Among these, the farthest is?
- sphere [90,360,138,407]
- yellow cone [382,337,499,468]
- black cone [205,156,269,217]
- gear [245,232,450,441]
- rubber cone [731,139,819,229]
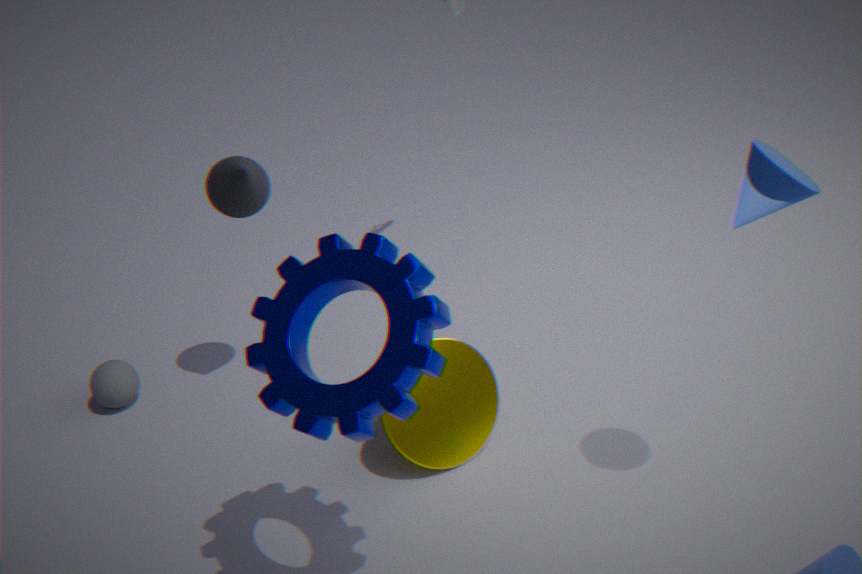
sphere [90,360,138,407]
